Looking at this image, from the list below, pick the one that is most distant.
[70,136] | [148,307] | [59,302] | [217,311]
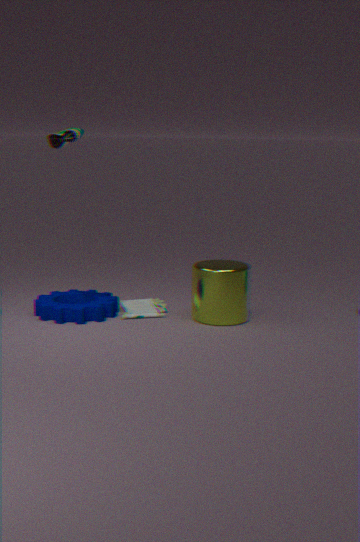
[148,307]
